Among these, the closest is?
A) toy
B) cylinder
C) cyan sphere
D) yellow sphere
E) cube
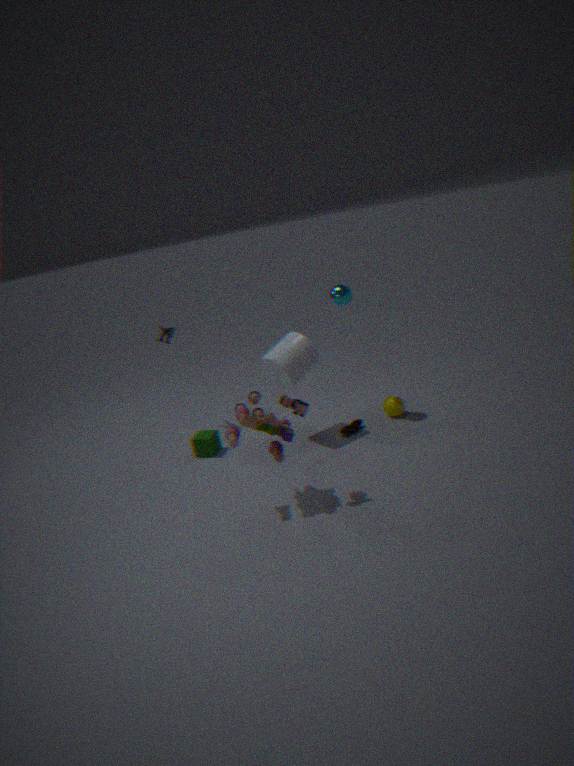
toy
